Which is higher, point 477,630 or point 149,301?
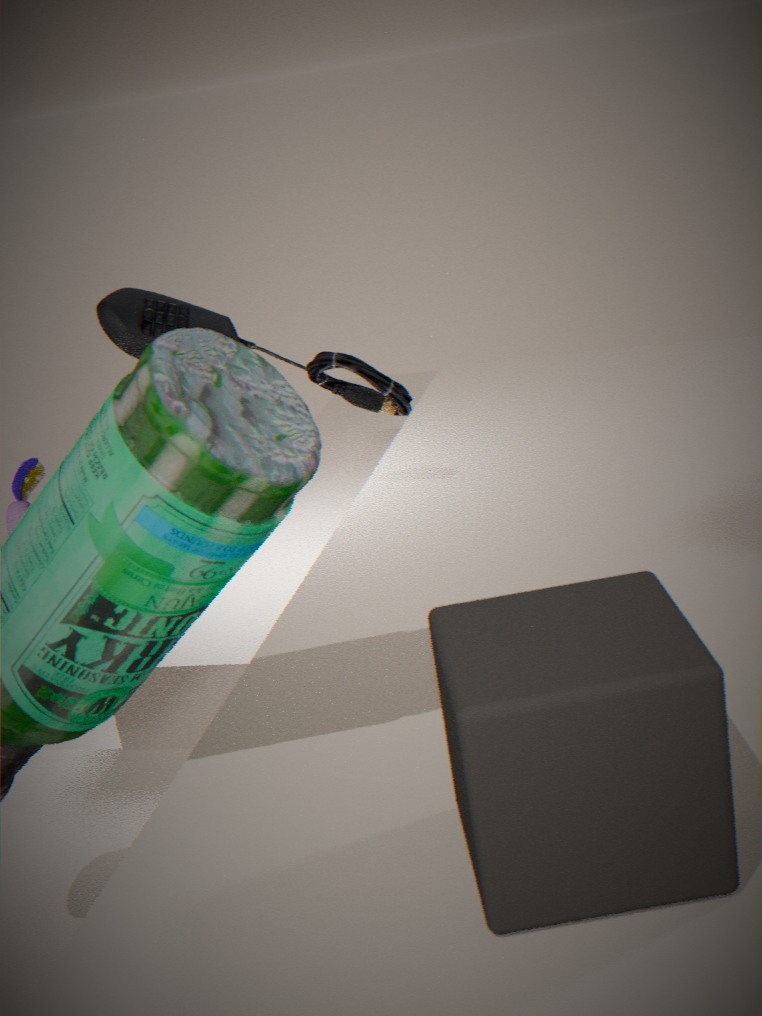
point 149,301
